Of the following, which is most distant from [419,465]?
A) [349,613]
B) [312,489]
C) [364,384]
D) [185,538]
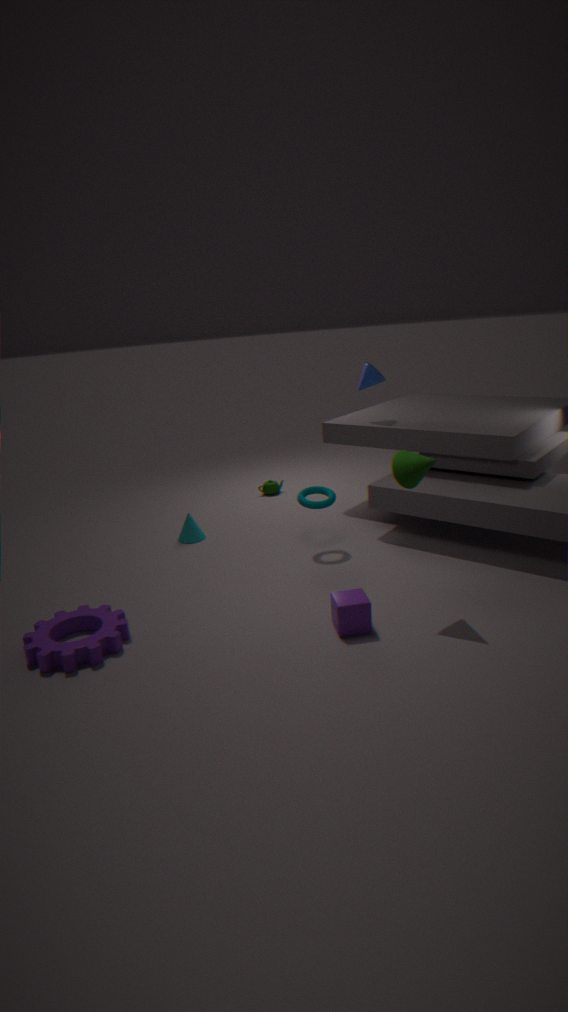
[185,538]
